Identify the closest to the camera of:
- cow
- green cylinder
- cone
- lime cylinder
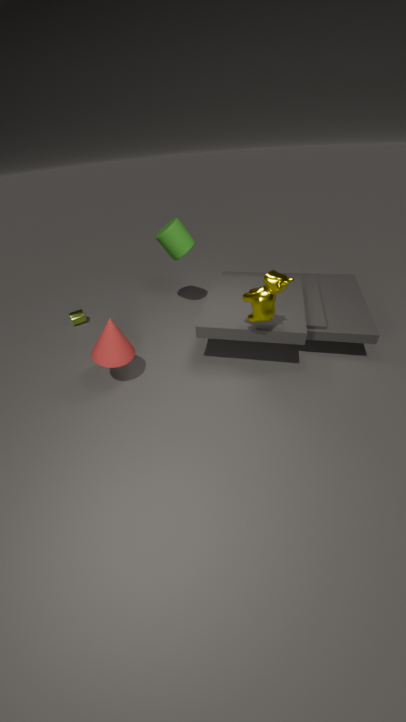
cow
